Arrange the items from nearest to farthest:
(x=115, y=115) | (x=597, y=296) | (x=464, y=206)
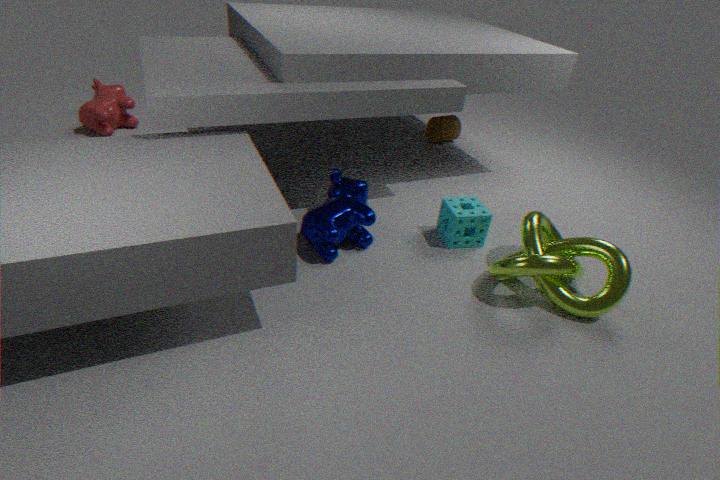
(x=597, y=296)
(x=464, y=206)
(x=115, y=115)
